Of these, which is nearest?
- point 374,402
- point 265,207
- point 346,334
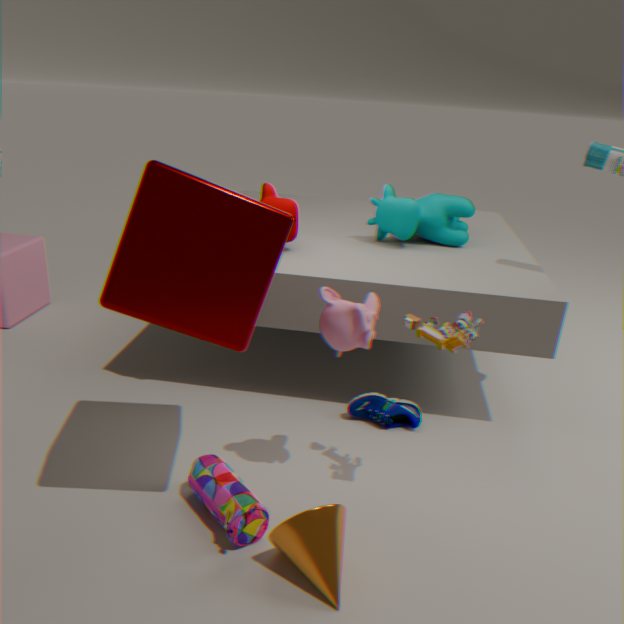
point 265,207
